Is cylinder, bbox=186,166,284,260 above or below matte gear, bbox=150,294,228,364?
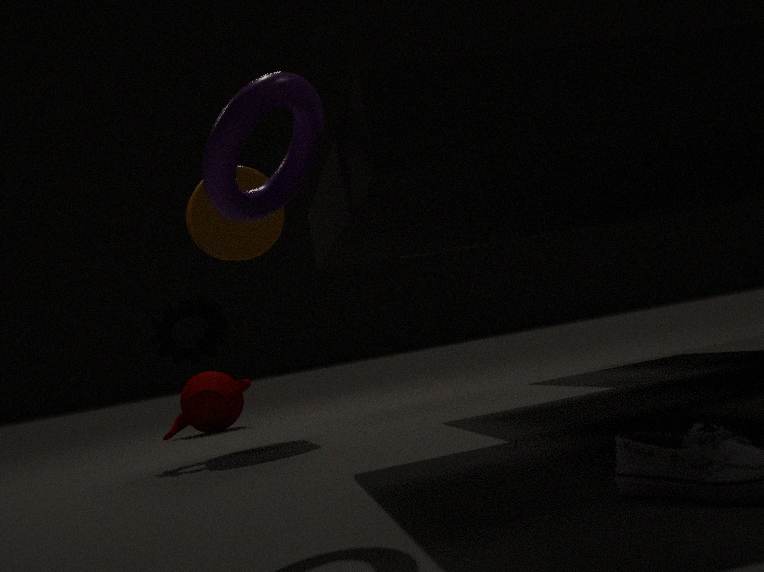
above
